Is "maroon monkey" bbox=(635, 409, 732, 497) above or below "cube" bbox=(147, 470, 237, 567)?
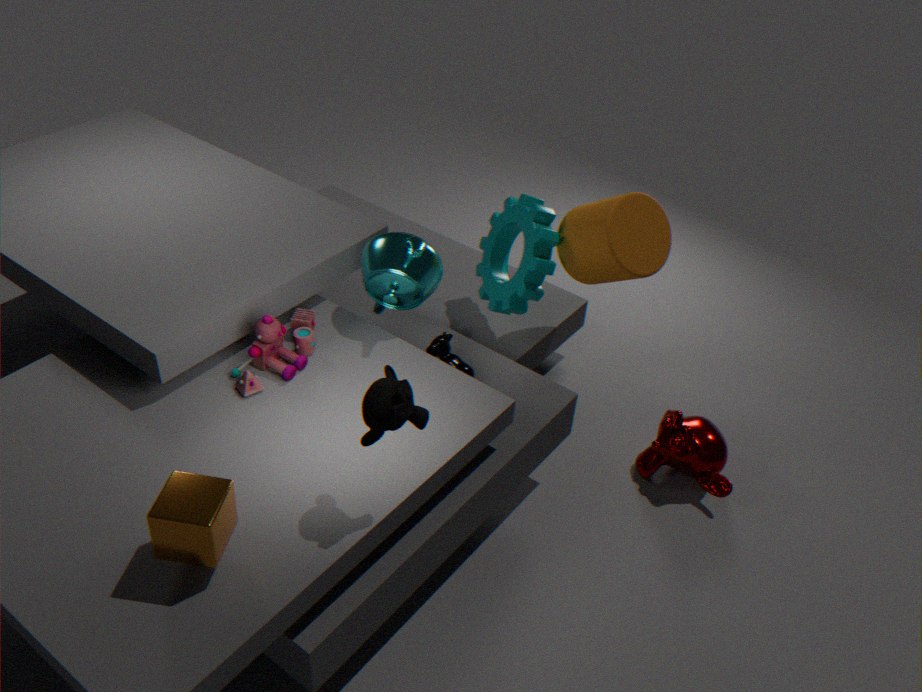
below
